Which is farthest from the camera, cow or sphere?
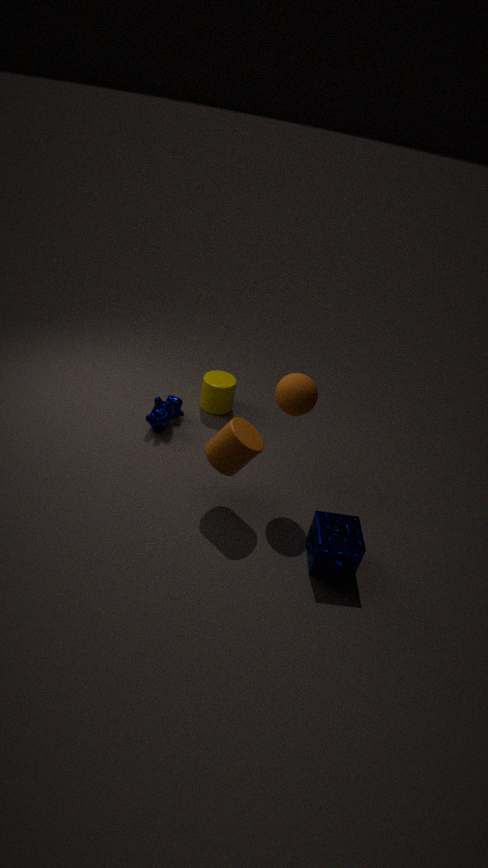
cow
